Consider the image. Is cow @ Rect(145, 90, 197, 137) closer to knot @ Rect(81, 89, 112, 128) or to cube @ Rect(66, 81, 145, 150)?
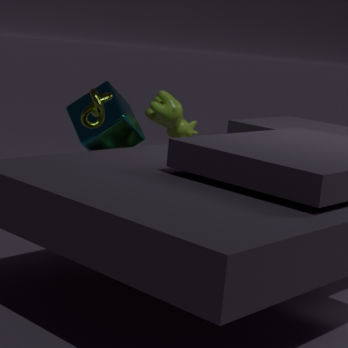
cube @ Rect(66, 81, 145, 150)
